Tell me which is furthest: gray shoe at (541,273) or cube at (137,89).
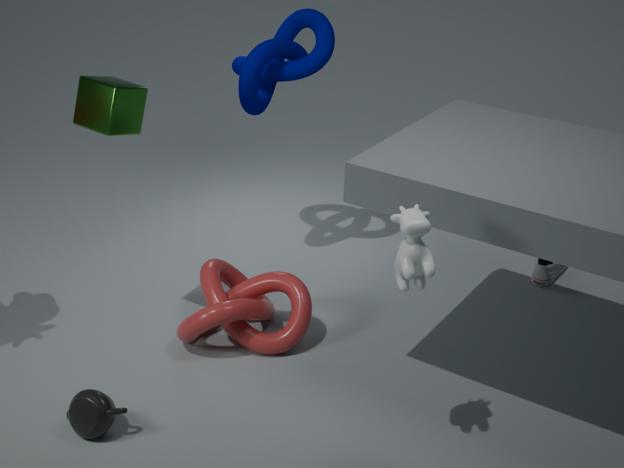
gray shoe at (541,273)
